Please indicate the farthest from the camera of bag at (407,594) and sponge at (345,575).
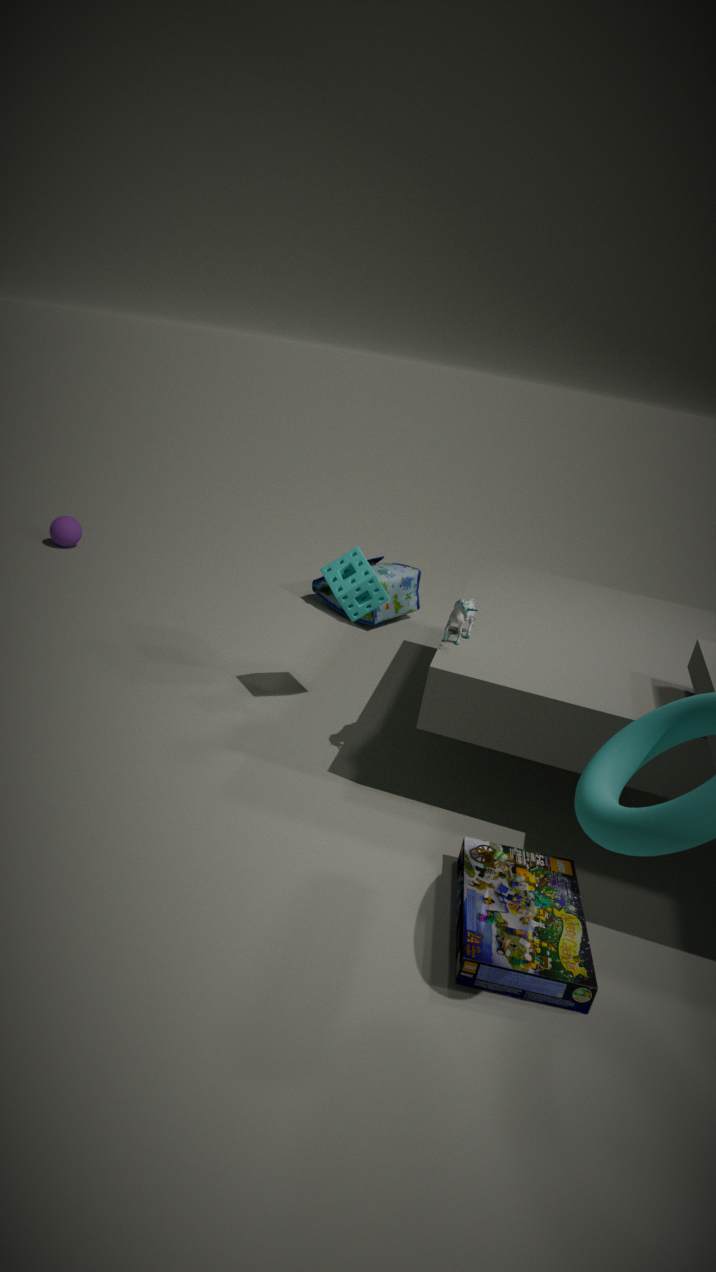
bag at (407,594)
